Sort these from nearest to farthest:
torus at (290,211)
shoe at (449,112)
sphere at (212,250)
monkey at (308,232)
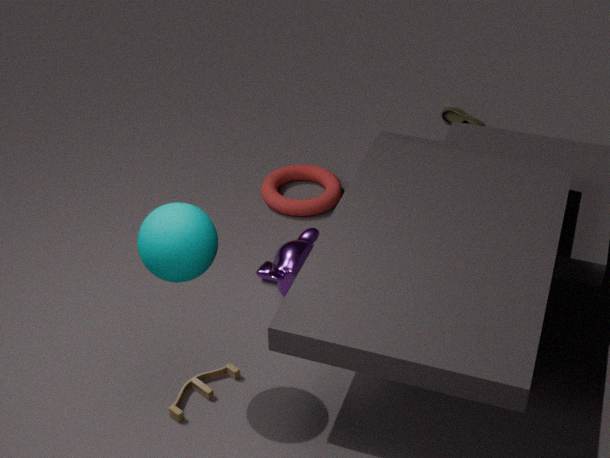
1. sphere at (212,250)
2. monkey at (308,232)
3. torus at (290,211)
4. shoe at (449,112)
